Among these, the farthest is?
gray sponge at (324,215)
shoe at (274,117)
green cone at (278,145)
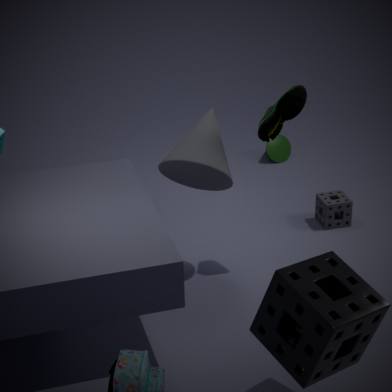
green cone at (278,145)
